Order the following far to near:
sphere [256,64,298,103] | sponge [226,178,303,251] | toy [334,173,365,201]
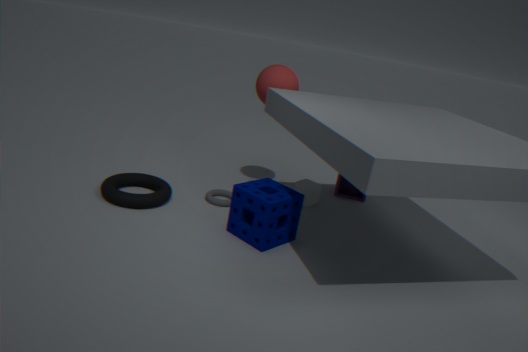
toy [334,173,365,201], sphere [256,64,298,103], sponge [226,178,303,251]
